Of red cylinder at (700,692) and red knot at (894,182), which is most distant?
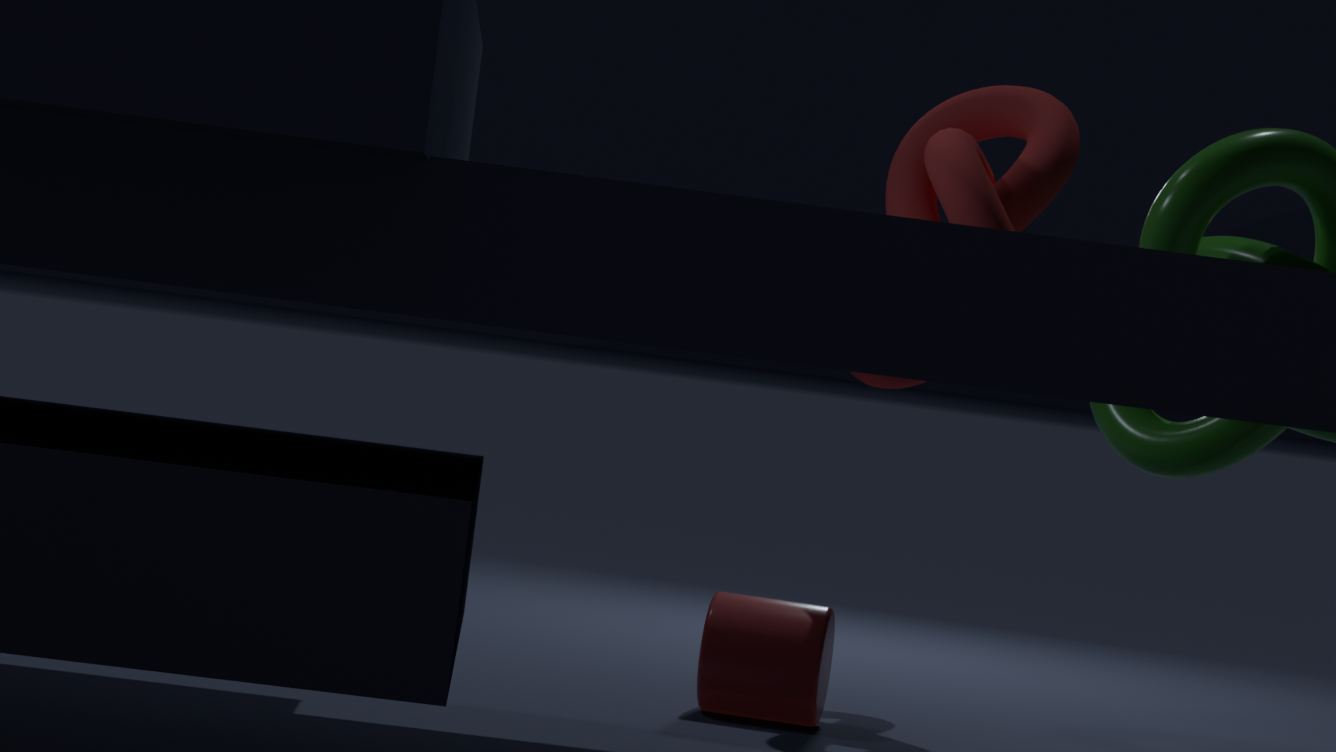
red knot at (894,182)
